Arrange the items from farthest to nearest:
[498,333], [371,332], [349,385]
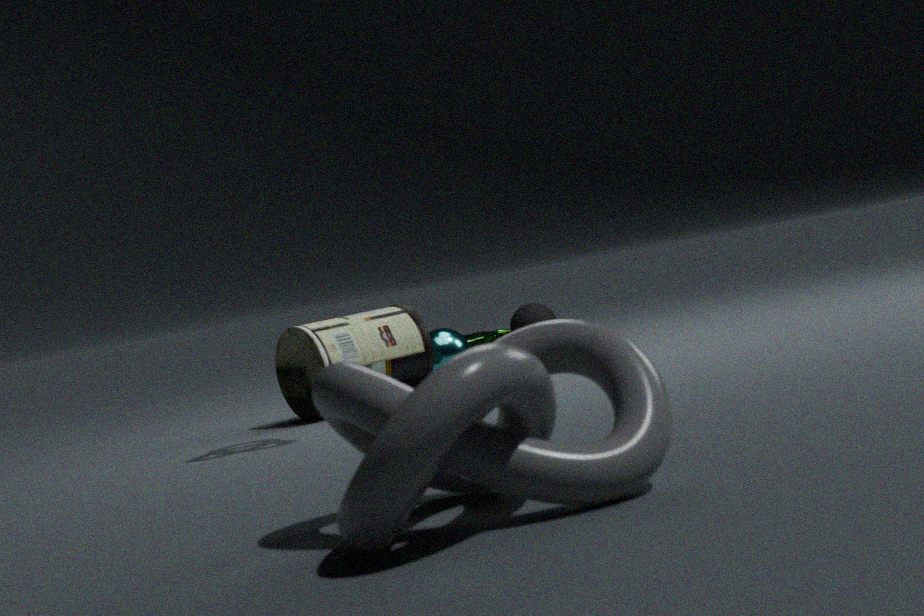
1. [498,333]
2. [371,332]
3. [349,385]
